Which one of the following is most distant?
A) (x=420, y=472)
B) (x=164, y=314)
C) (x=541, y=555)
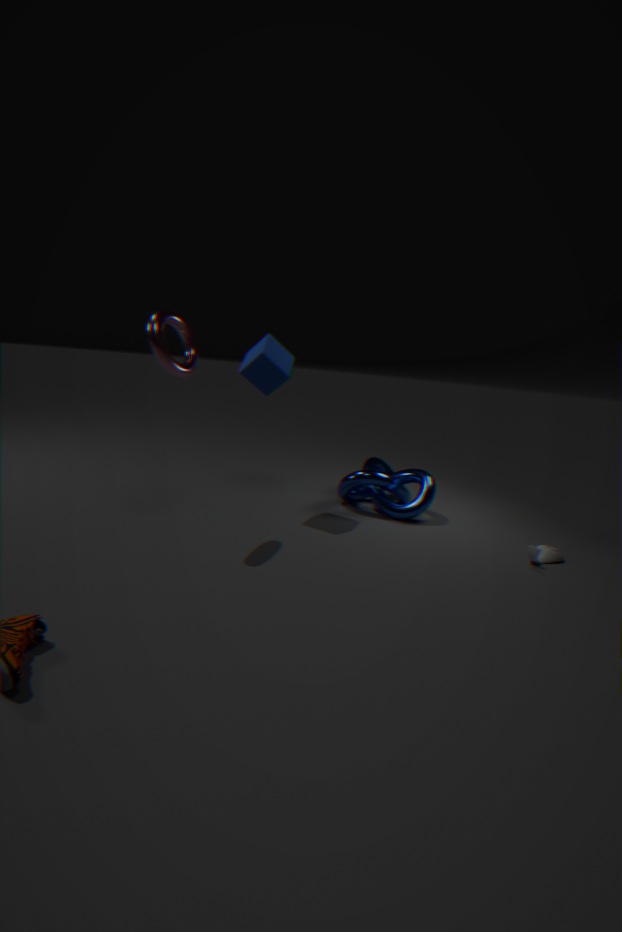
(x=420, y=472)
